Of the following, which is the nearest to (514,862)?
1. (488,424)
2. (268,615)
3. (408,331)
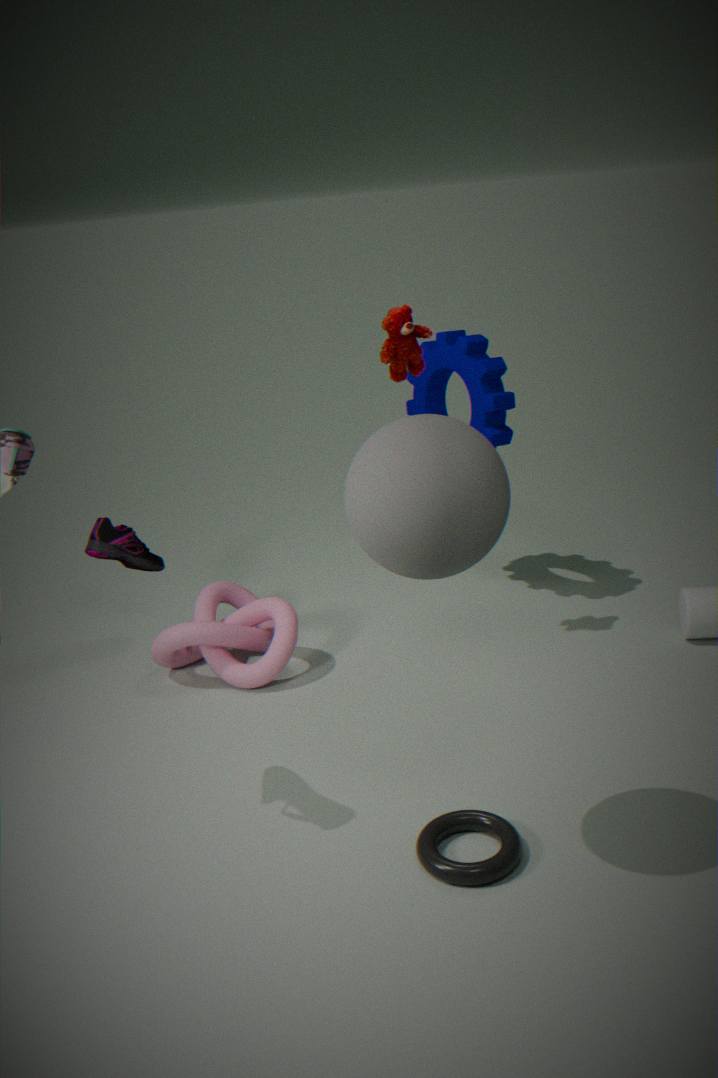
(268,615)
